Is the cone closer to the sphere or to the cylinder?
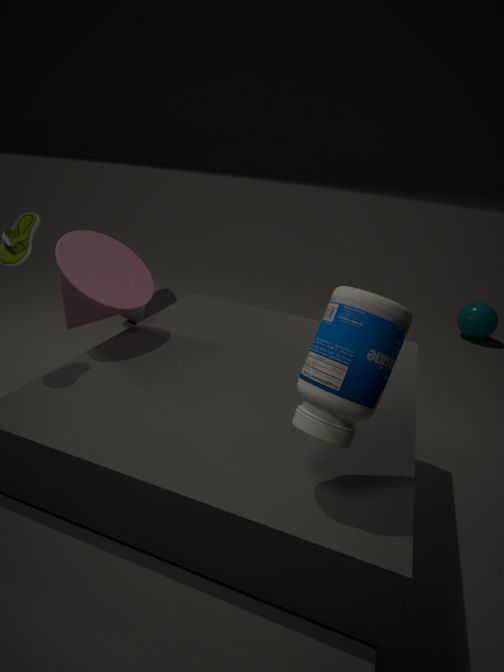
the cylinder
